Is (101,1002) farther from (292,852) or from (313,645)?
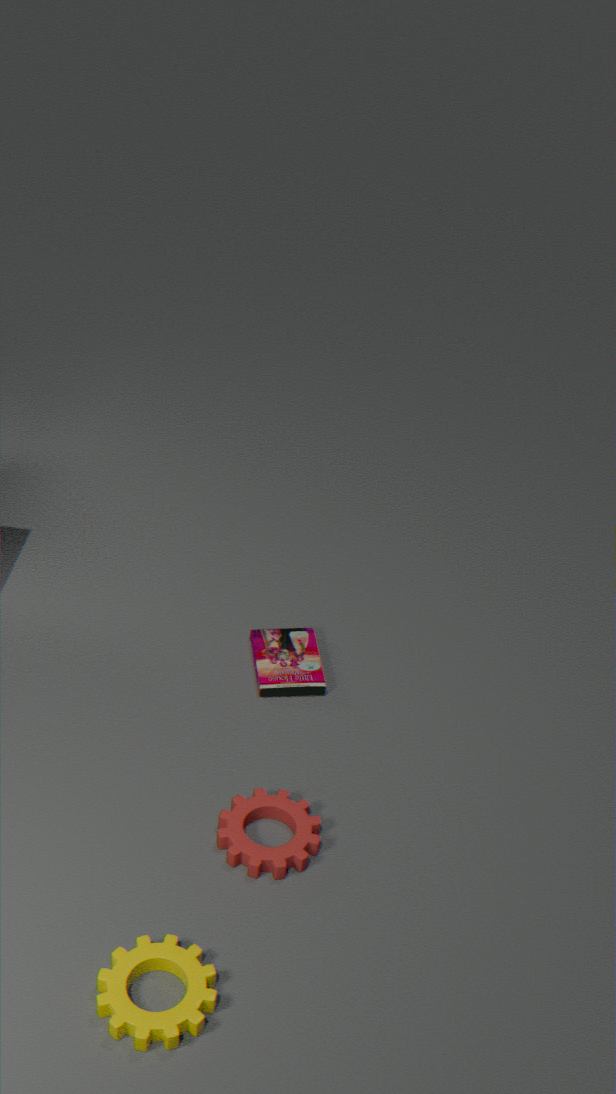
(313,645)
